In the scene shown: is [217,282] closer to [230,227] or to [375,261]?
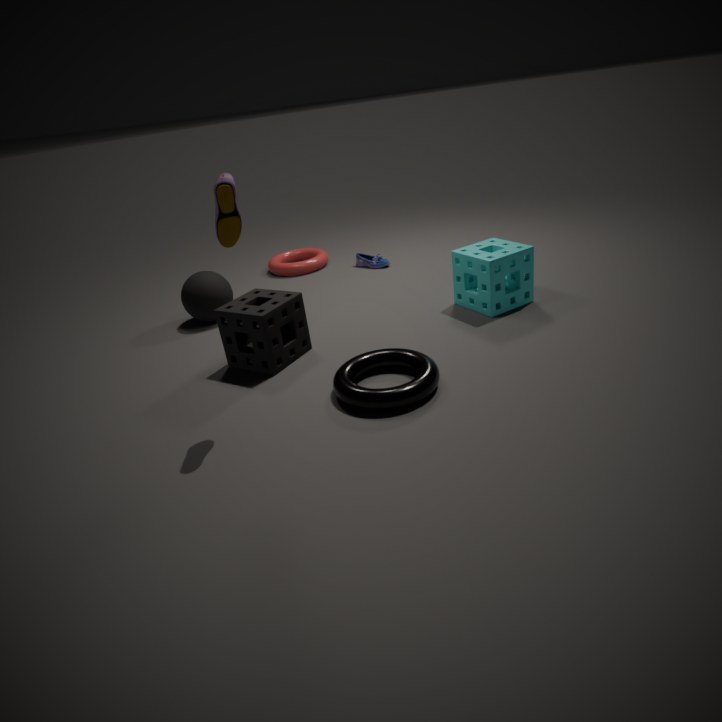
[375,261]
